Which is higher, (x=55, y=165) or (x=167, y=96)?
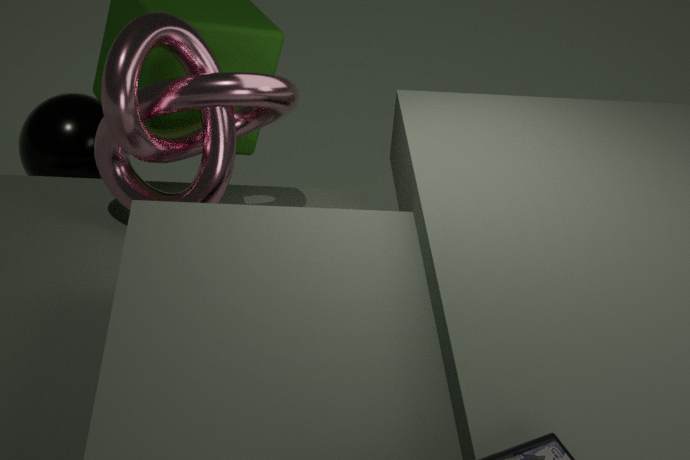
(x=167, y=96)
